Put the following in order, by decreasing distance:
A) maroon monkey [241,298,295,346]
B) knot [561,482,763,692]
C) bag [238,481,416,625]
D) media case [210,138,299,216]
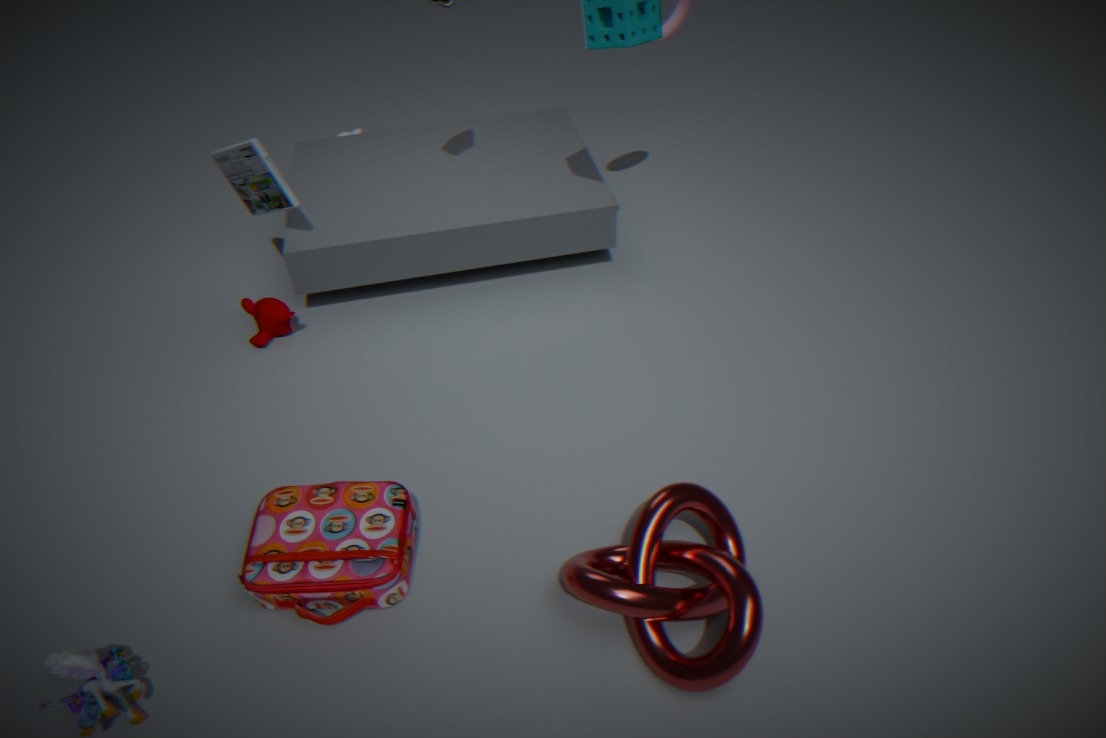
maroon monkey [241,298,295,346] → media case [210,138,299,216] → bag [238,481,416,625] → knot [561,482,763,692]
